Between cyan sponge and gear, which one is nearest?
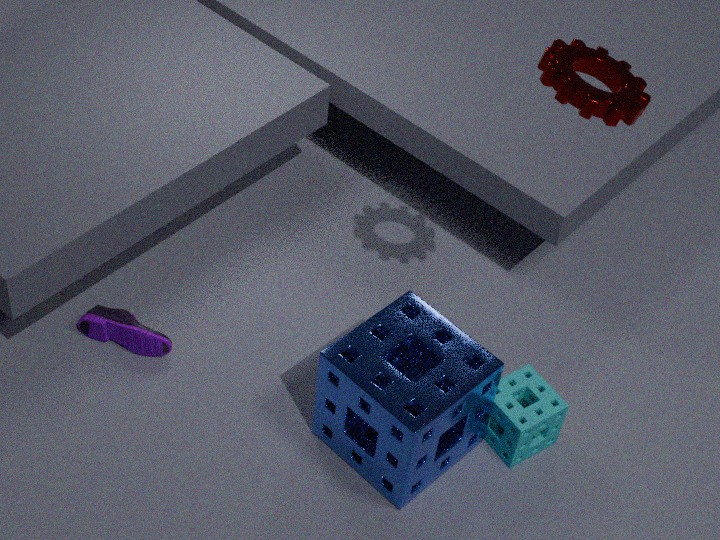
gear
